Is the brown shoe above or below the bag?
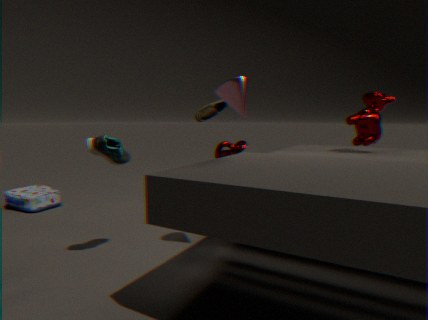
above
